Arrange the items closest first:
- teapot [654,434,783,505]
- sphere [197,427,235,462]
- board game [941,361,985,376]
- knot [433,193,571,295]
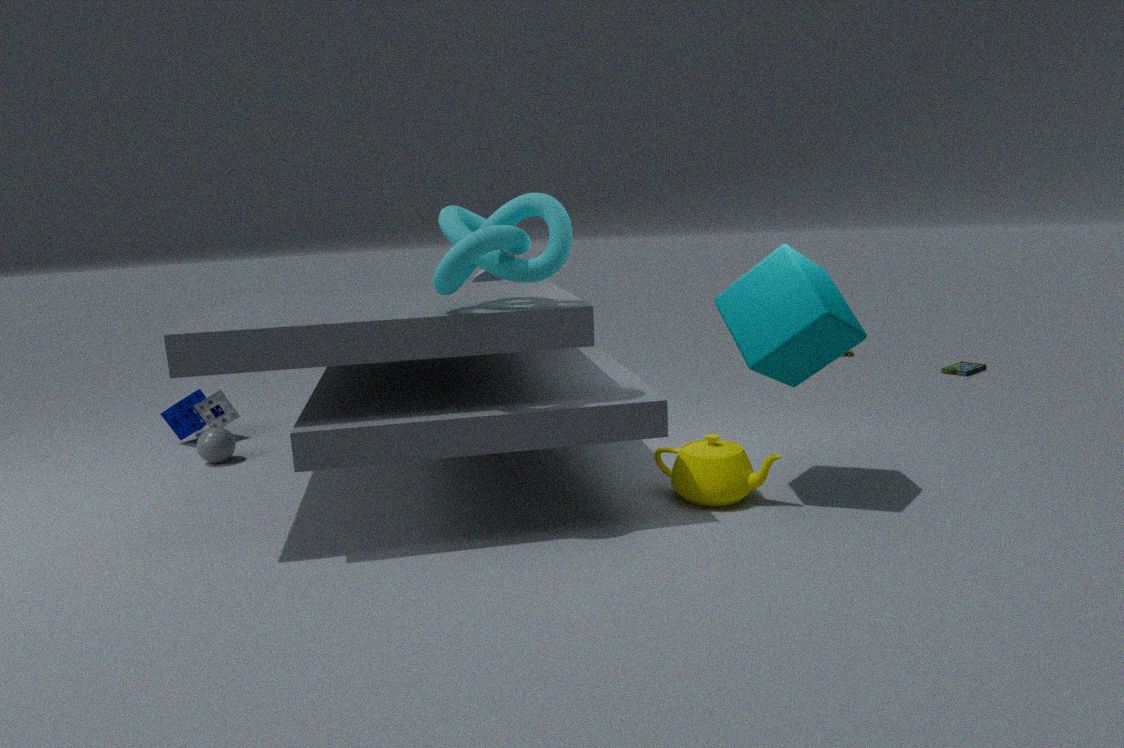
knot [433,193,571,295] → teapot [654,434,783,505] → sphere [197,427,235,462] → board game [941,361,985,376]
